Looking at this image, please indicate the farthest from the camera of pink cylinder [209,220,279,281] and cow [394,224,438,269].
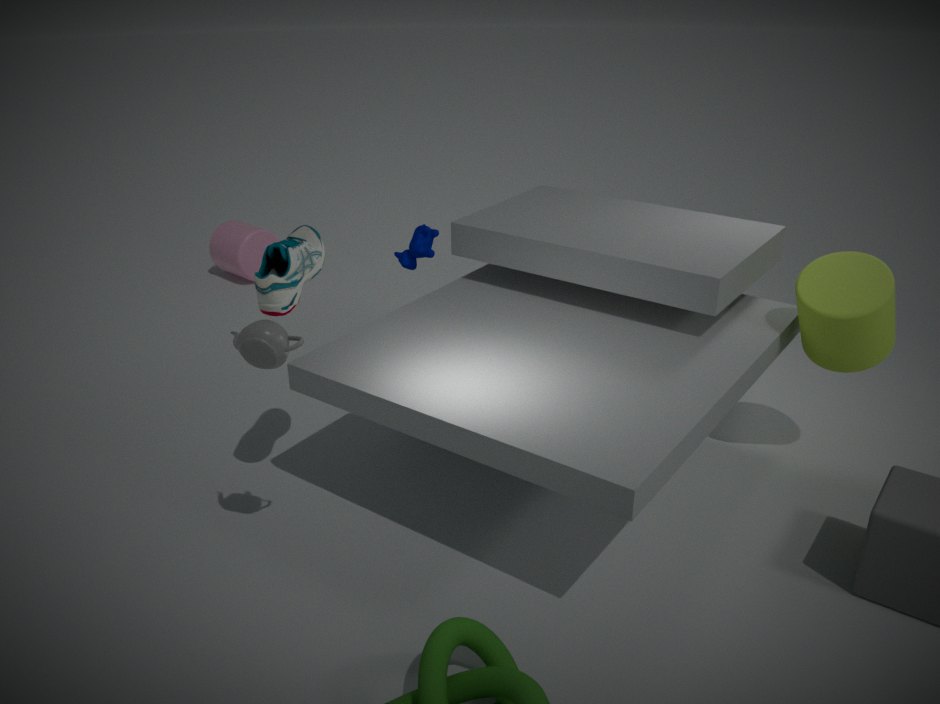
pink cylinder [209,220,279,281]
